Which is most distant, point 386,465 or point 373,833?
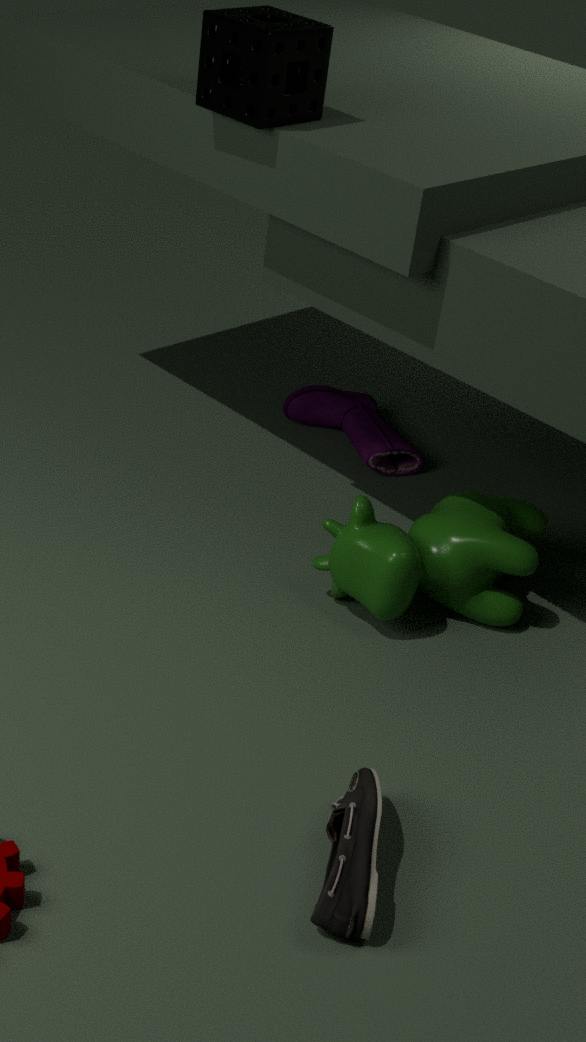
point 386,465
